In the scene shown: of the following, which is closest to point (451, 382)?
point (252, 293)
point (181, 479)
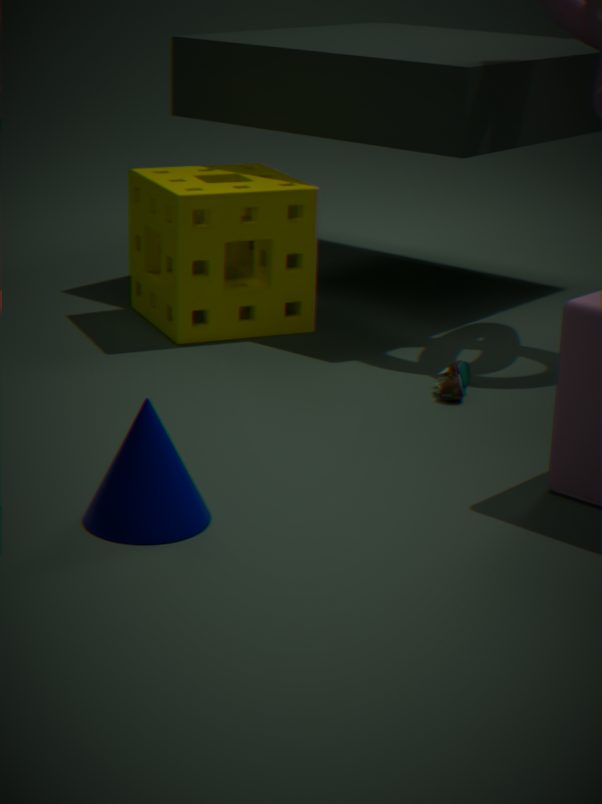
point (252, 293)
